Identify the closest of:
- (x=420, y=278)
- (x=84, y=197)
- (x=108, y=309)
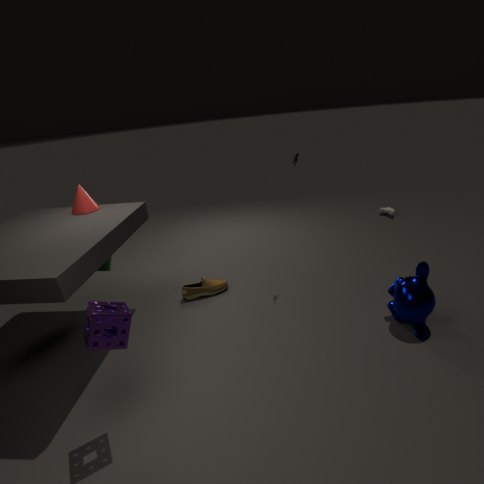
(x=108, y=309)
